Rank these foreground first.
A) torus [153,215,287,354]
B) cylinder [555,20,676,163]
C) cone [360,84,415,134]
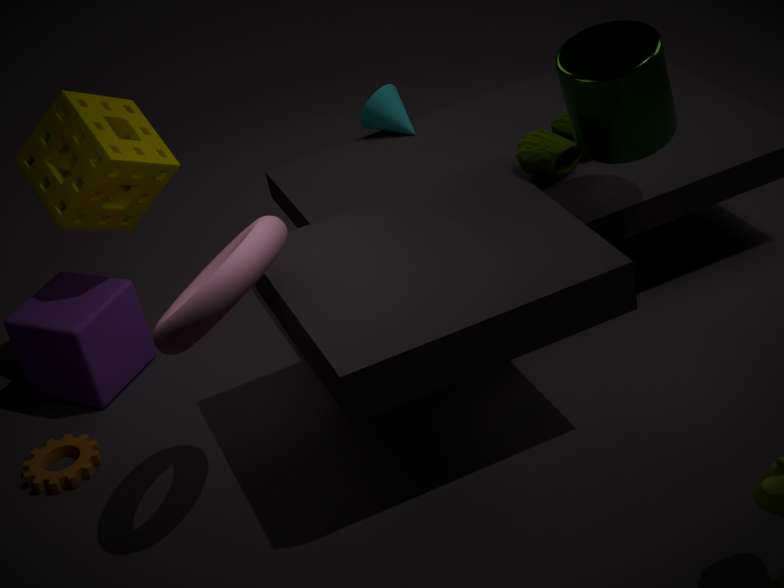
torus [153,215,287,354] → cylinder [555,20,676,163] → cone [360,84,415,134]
